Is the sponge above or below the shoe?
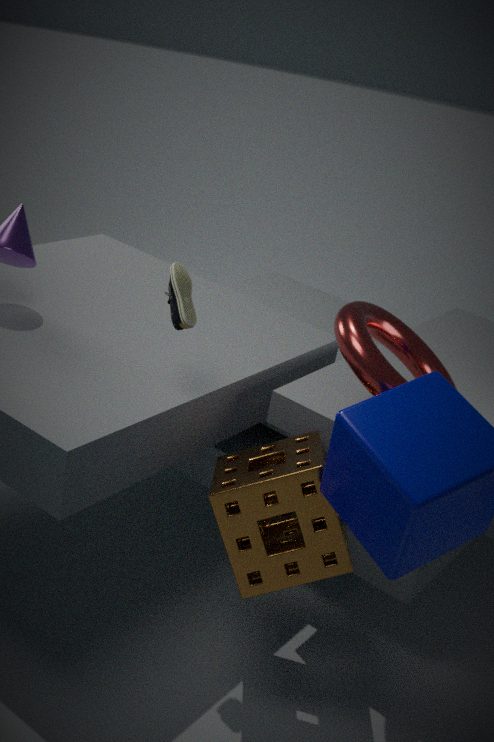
below
